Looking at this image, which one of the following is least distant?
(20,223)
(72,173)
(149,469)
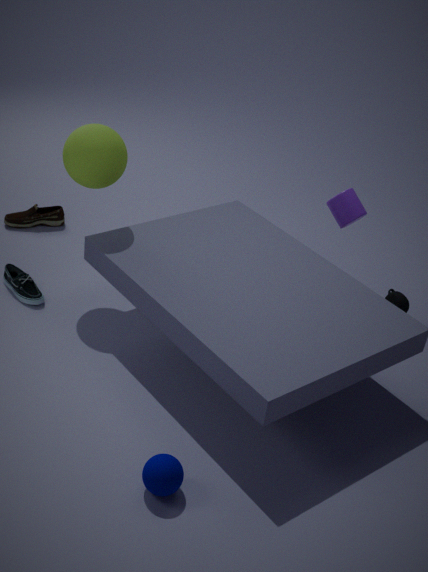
(149,469)
